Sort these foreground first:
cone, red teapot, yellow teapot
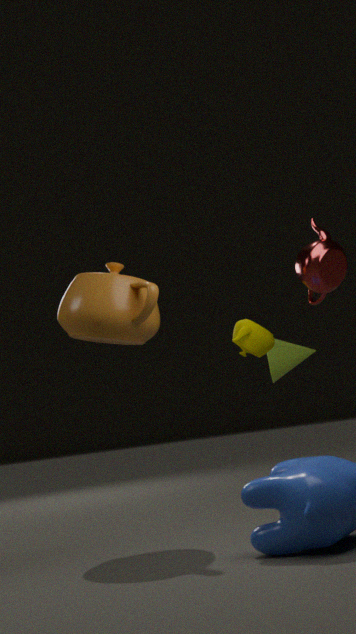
red teapot
yellow teapot
cone
